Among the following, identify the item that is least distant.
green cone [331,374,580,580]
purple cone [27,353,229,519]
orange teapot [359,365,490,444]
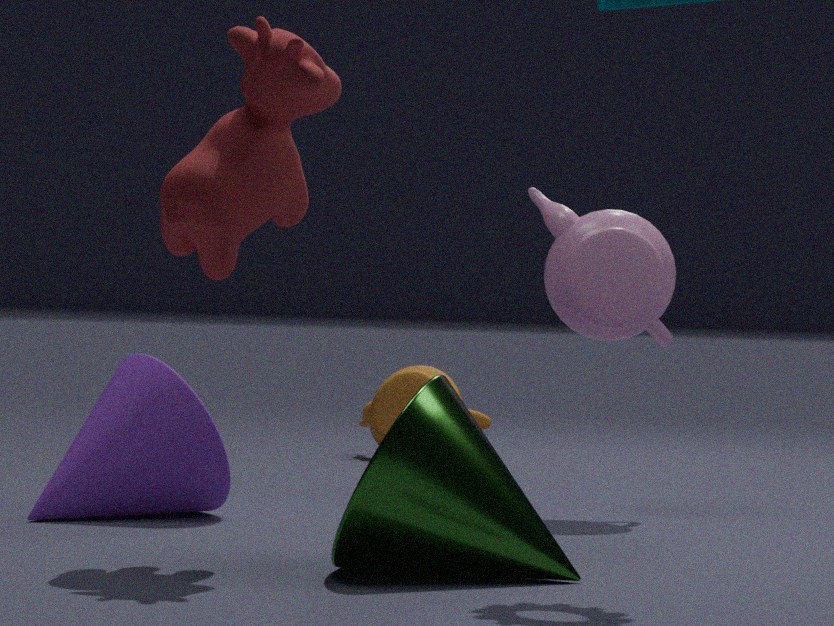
green cone [331,374,580,580]
